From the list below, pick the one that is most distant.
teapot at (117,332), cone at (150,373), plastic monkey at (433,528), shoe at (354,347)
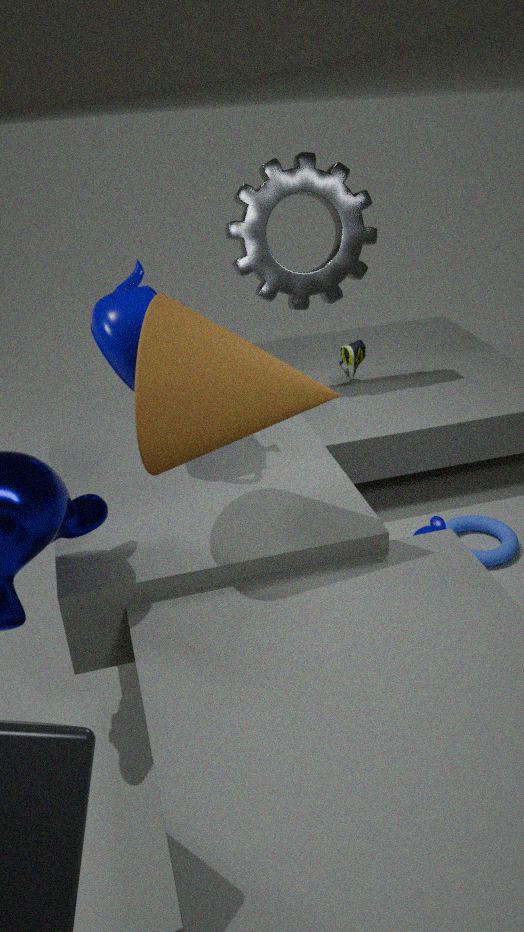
shoe at (354,347)
